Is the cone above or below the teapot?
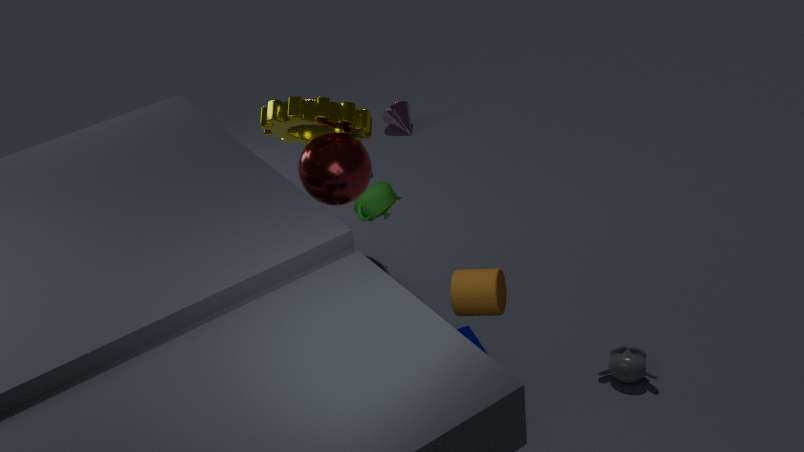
below
